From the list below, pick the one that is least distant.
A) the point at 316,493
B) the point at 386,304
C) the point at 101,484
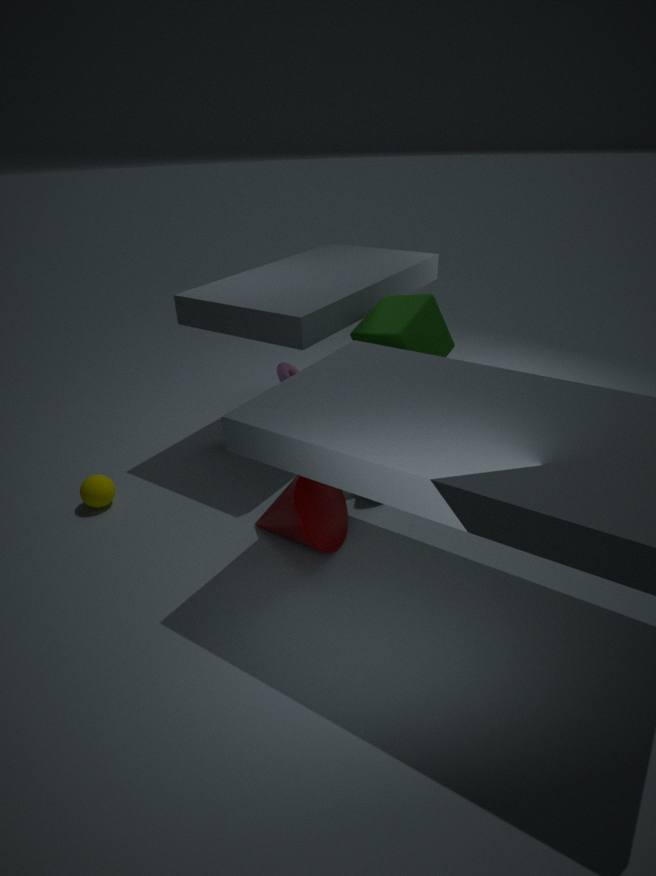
the point at 316,493
